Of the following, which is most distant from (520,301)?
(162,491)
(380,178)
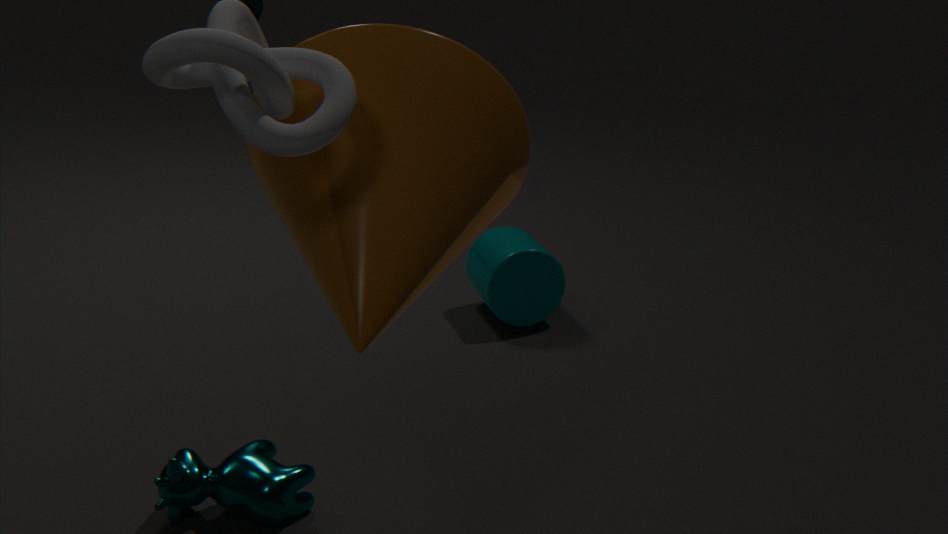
(380,178)
